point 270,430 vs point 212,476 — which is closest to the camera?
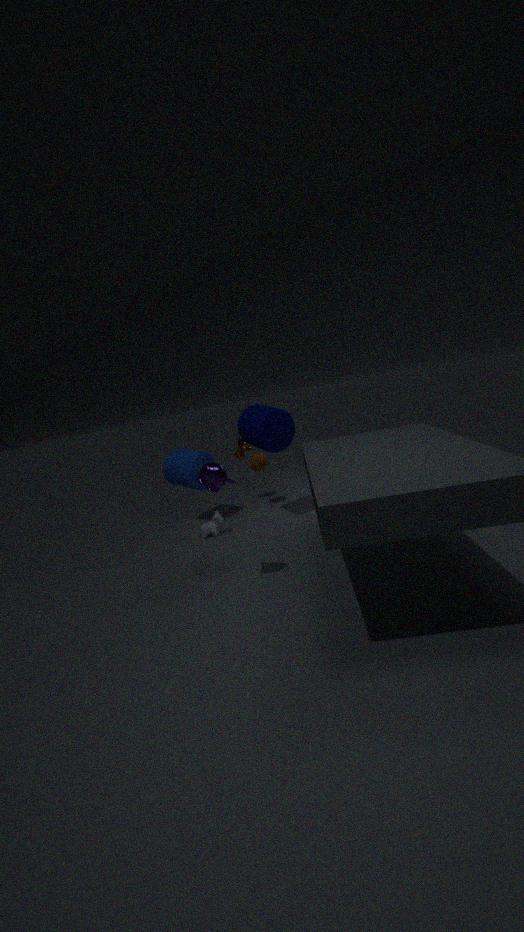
point 212,476
